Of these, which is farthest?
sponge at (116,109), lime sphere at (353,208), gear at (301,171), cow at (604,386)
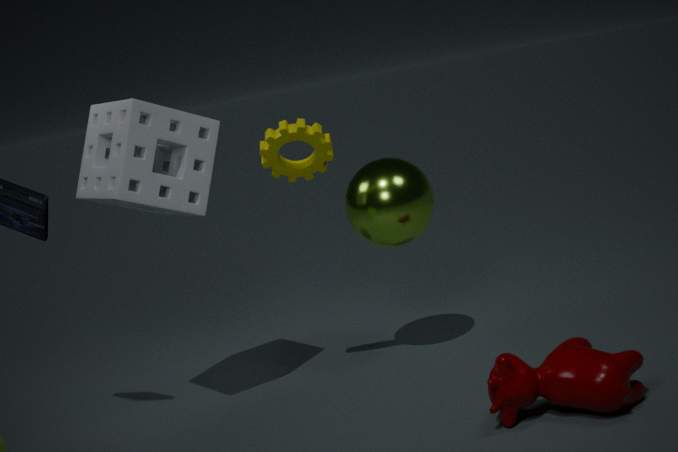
lime sphere at (353,208)
